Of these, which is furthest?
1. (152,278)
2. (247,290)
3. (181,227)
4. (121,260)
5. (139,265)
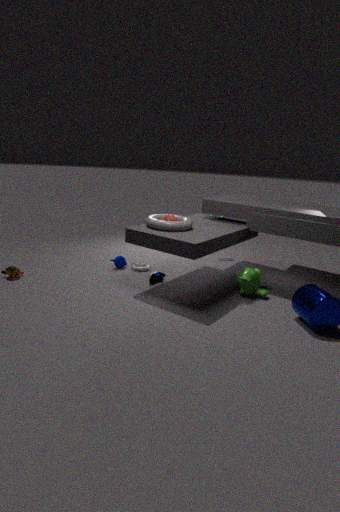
(139,265)
